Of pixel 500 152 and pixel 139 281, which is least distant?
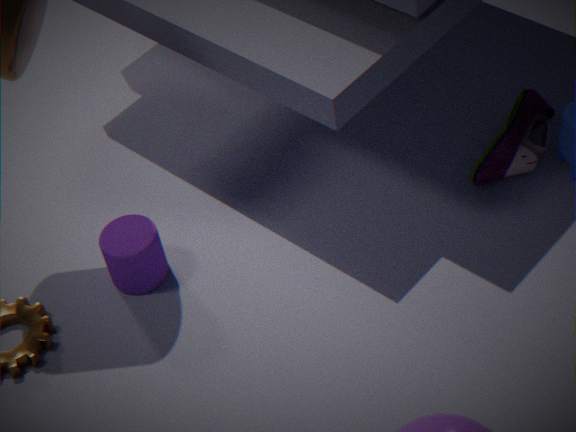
pixel 139 281
